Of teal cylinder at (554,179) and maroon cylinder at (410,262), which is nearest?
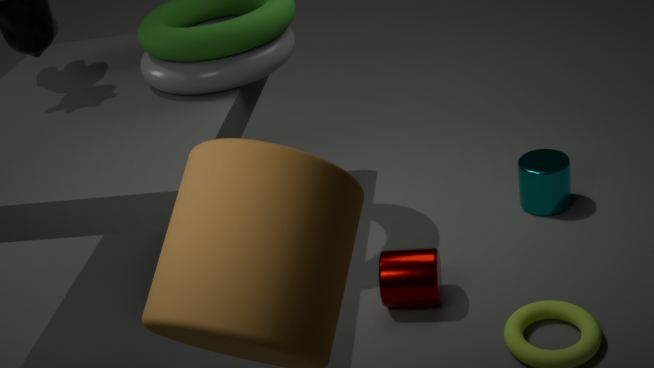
maroon cylinder at (410,262)
